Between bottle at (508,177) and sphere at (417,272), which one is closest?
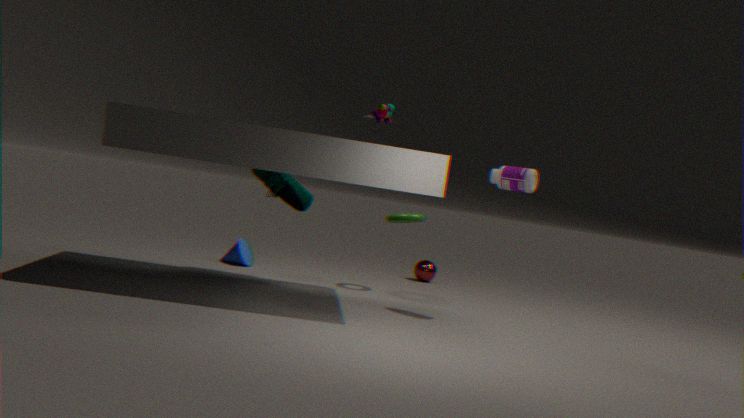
bottle at (508,177)
